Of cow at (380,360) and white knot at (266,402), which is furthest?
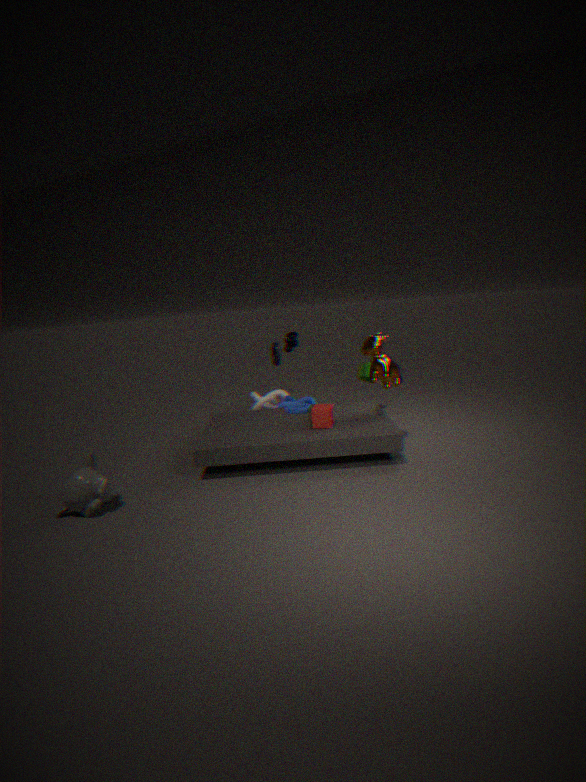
white knot at (266,402)
